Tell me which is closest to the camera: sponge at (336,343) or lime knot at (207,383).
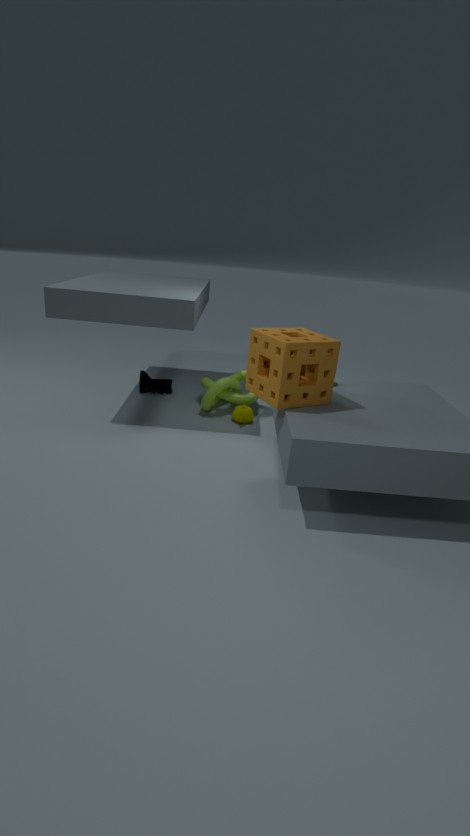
sponge at (336,343)
